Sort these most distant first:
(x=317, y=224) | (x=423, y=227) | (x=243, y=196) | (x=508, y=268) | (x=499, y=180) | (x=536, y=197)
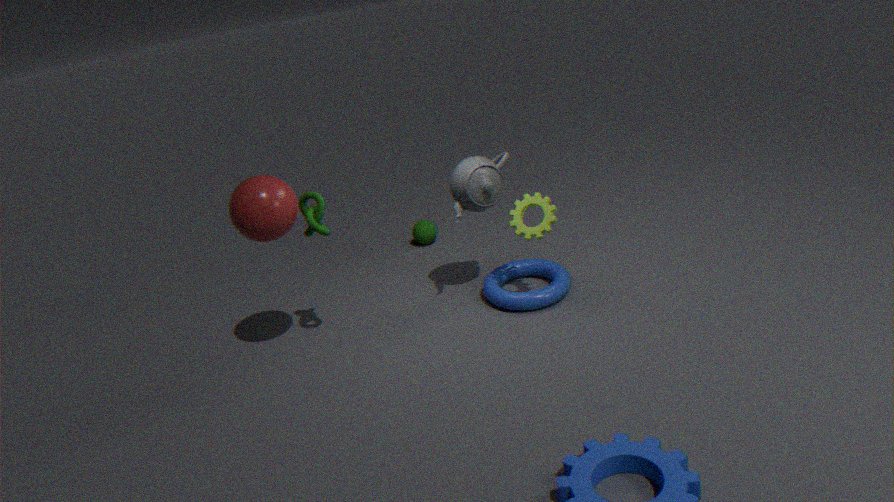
(x=423, y=227)
(x=508, y=268)
(x=499, y=180)
(x=536, y=197)
(x=317, y=224)
(x=243, y=196)
